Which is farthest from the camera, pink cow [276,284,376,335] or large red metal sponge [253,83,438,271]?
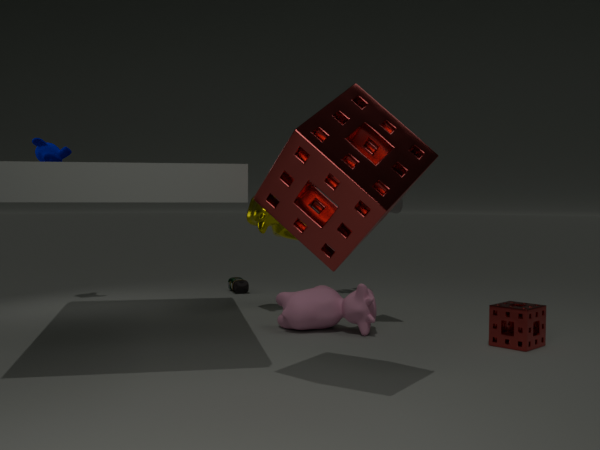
pink cow [276,284,376,335]
